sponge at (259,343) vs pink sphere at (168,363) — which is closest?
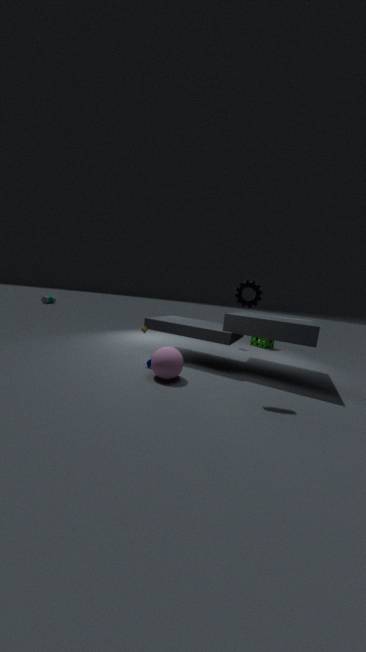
pink sphere at (168,363)
